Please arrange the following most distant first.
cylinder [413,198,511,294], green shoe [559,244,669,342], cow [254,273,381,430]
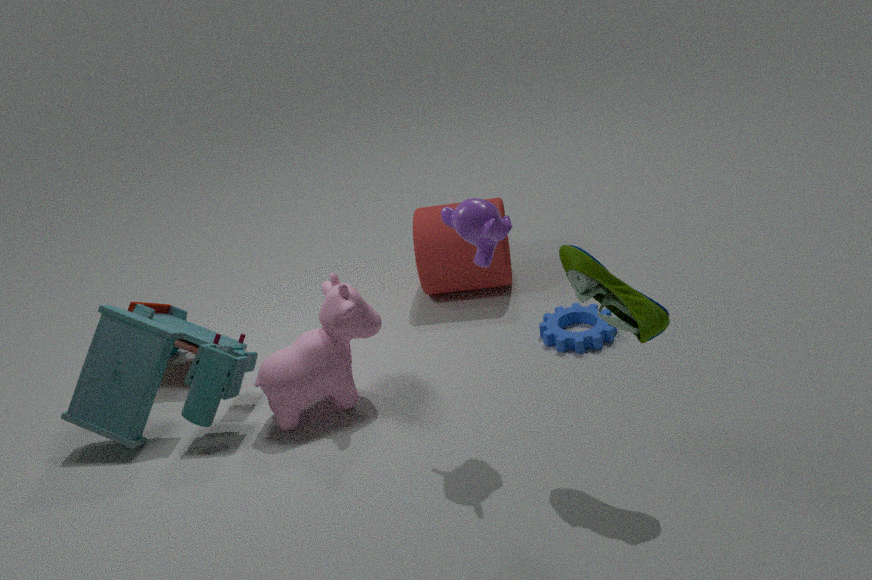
cylinder [413,198,511,294] → cow [254,273,381,430] → green shoe [559,244,669,342]
